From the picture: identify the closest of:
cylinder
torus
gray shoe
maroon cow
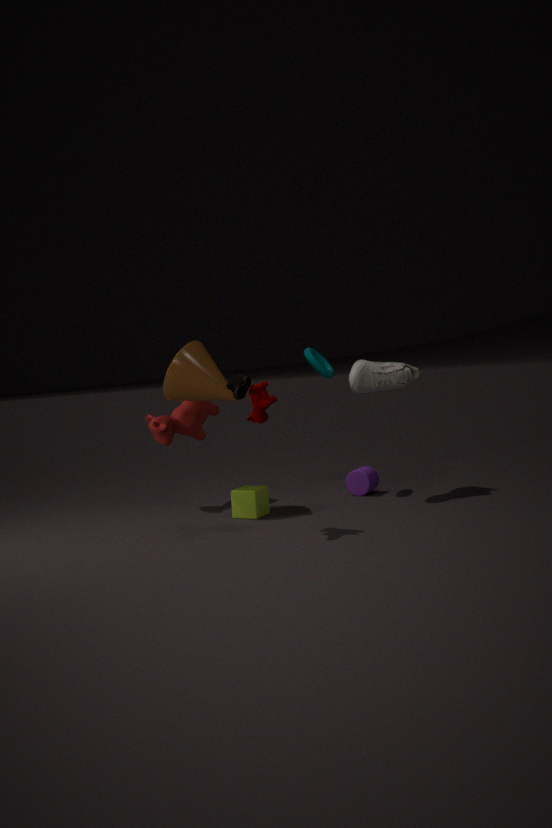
maroon cow
